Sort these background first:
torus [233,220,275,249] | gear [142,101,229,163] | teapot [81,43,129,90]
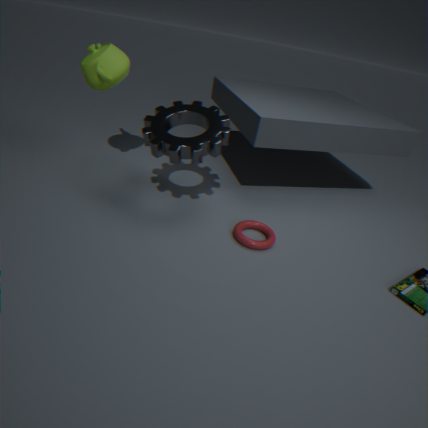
teapot [81,43,129,90]
torus [233,220,275,249]
gear [142,101,229,163]
